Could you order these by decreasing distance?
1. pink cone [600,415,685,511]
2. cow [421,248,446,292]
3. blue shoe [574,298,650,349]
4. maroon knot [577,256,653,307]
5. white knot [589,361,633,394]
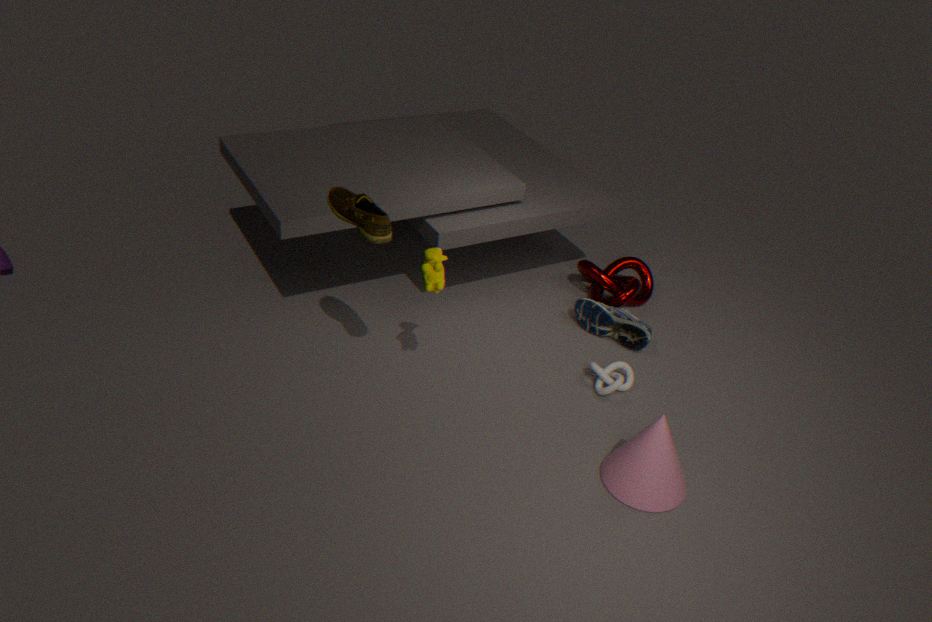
maroon knot [577,256,653,307], blue shoe [574,298,650,349], white knot [589,361,633,394], cow [421,248,446,292], pink cone [600,415,685,511]
